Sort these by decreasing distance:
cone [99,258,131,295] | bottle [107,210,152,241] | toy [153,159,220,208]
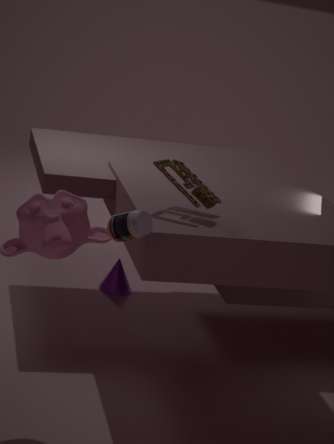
cone [99,258,131,295]
toy [153,159,220,208]
bottle [107,210,152,241]
